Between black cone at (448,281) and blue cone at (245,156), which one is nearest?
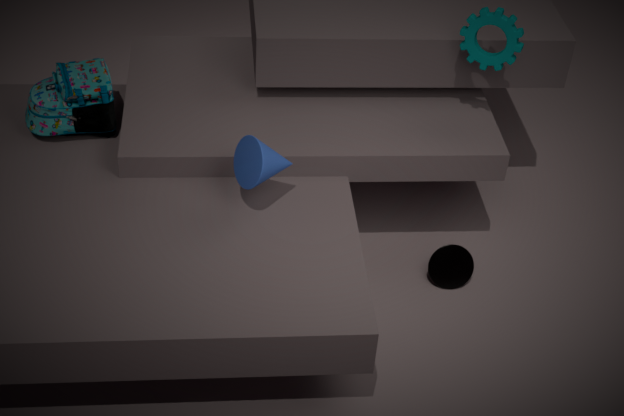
blue cone at (245,156)
